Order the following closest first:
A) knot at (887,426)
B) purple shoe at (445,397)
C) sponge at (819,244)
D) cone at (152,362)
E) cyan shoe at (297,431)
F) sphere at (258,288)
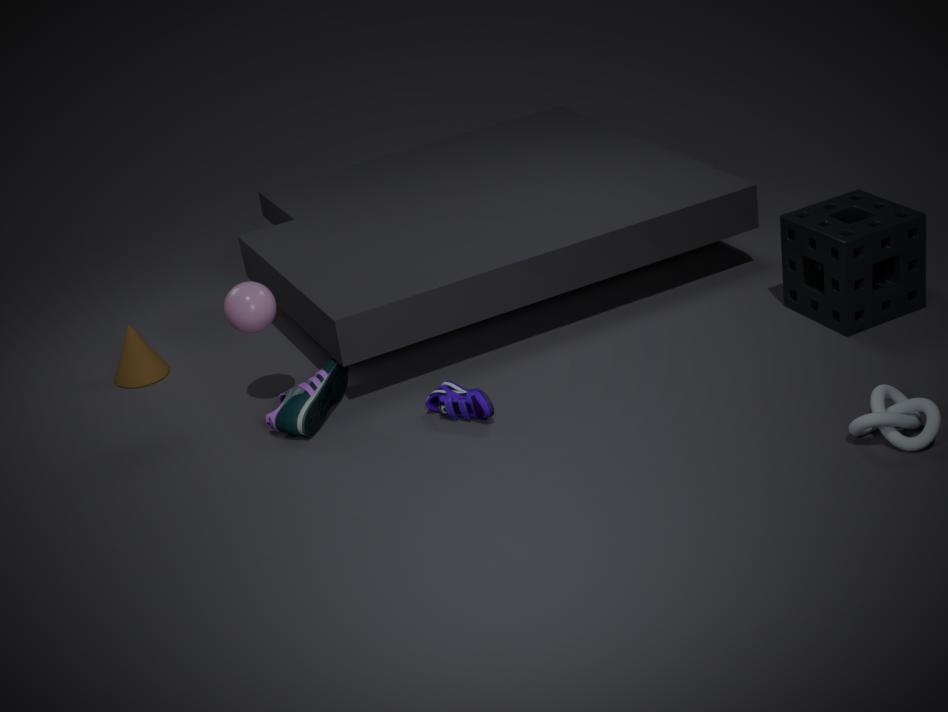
knot at (887,426), purple shoe at (445,397), cyan shoe at (297,431), sphere at (258,288), sponge at (819,244), cone at (152,362)
